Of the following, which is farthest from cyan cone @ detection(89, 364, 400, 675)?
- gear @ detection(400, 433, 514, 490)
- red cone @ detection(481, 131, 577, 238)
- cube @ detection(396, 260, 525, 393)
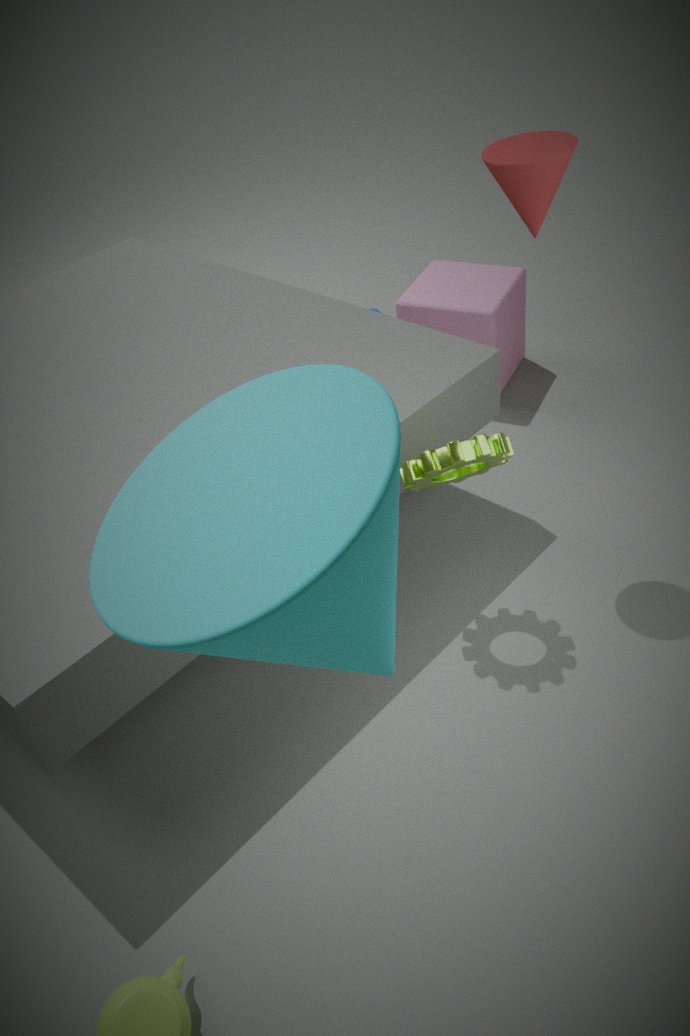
cube @ detection(396, 260, 525, 393)
